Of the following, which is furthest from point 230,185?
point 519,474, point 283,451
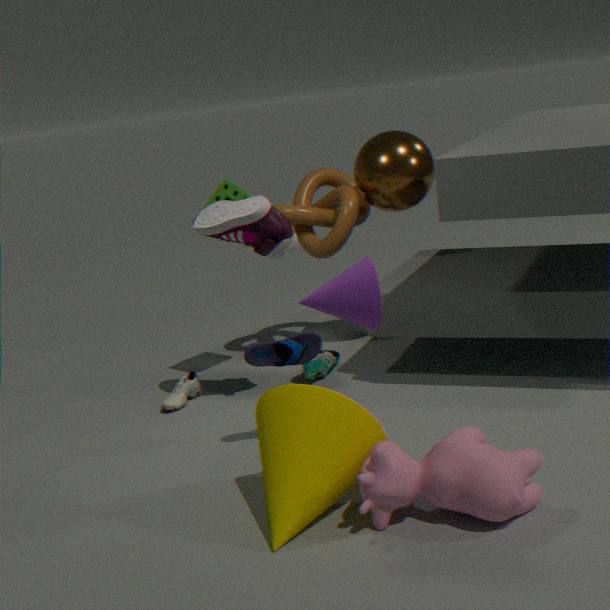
point 519,474
